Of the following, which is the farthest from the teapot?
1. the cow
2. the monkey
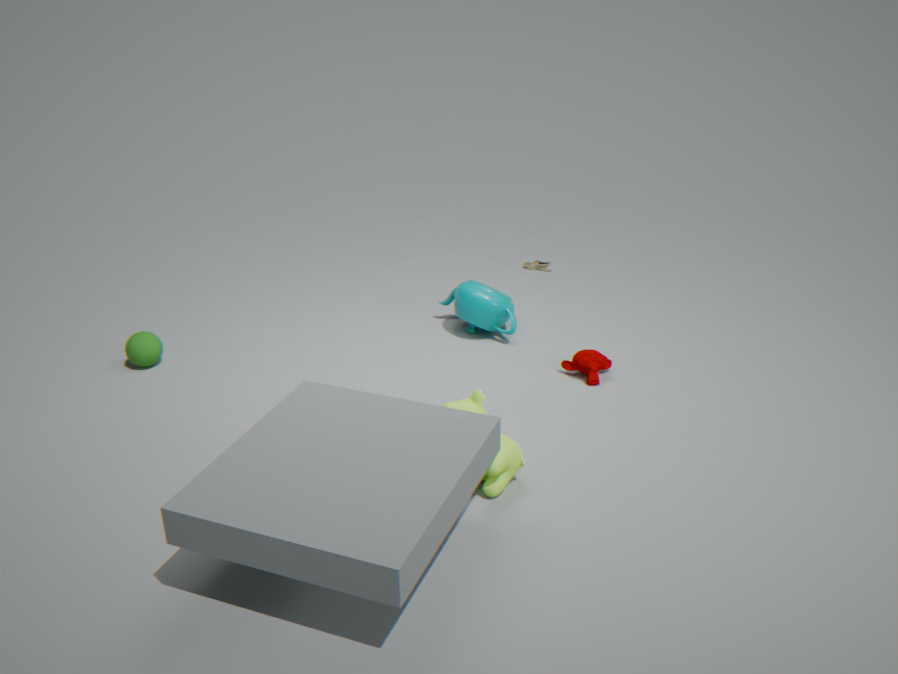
the cow
